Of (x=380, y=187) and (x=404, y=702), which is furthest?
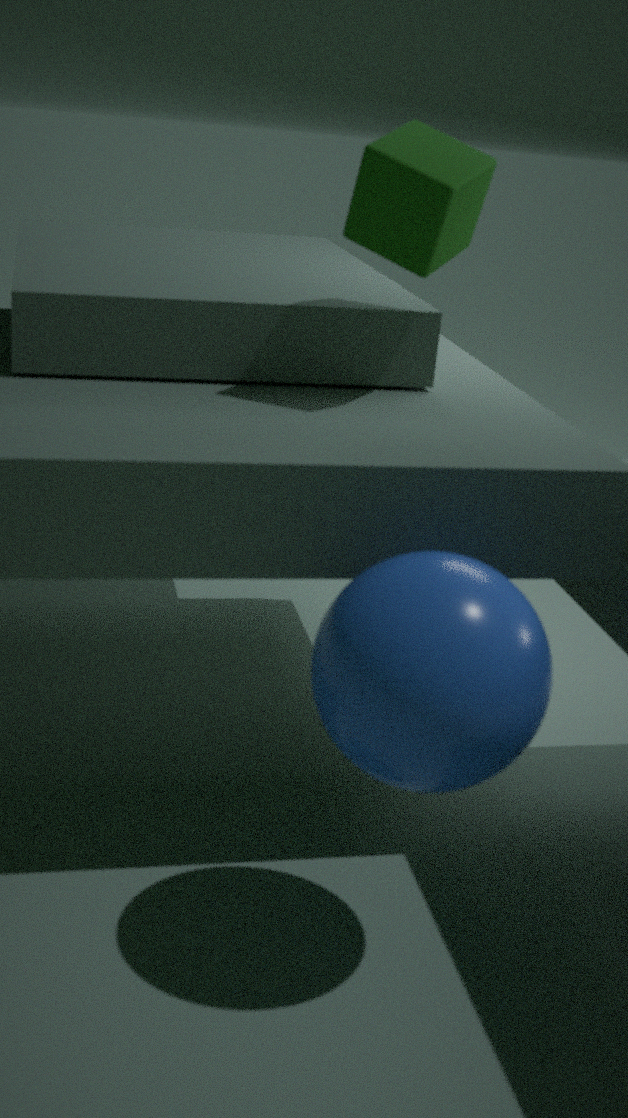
(x=380, y=187)
